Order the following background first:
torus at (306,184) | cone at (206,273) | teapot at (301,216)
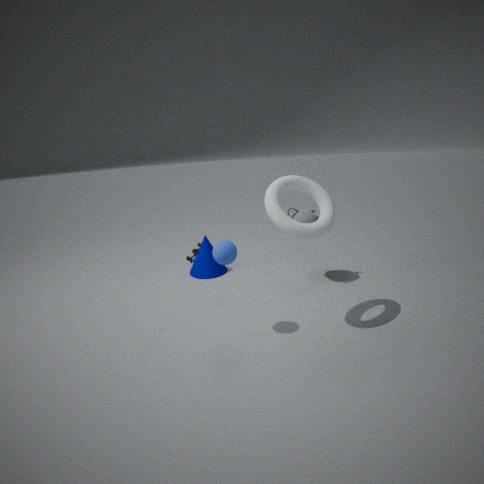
1. cone at (206,273)
2. teapot at (301,216)
3. torus at (306,184)
